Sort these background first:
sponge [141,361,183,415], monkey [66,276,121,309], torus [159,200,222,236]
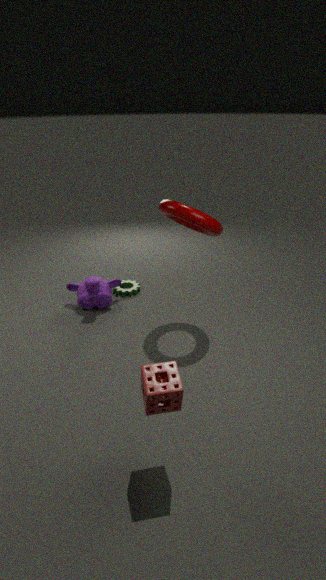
monkey [66,276,121,309]
torus [159,200,222,236]
sponge [141,361,183,415]
